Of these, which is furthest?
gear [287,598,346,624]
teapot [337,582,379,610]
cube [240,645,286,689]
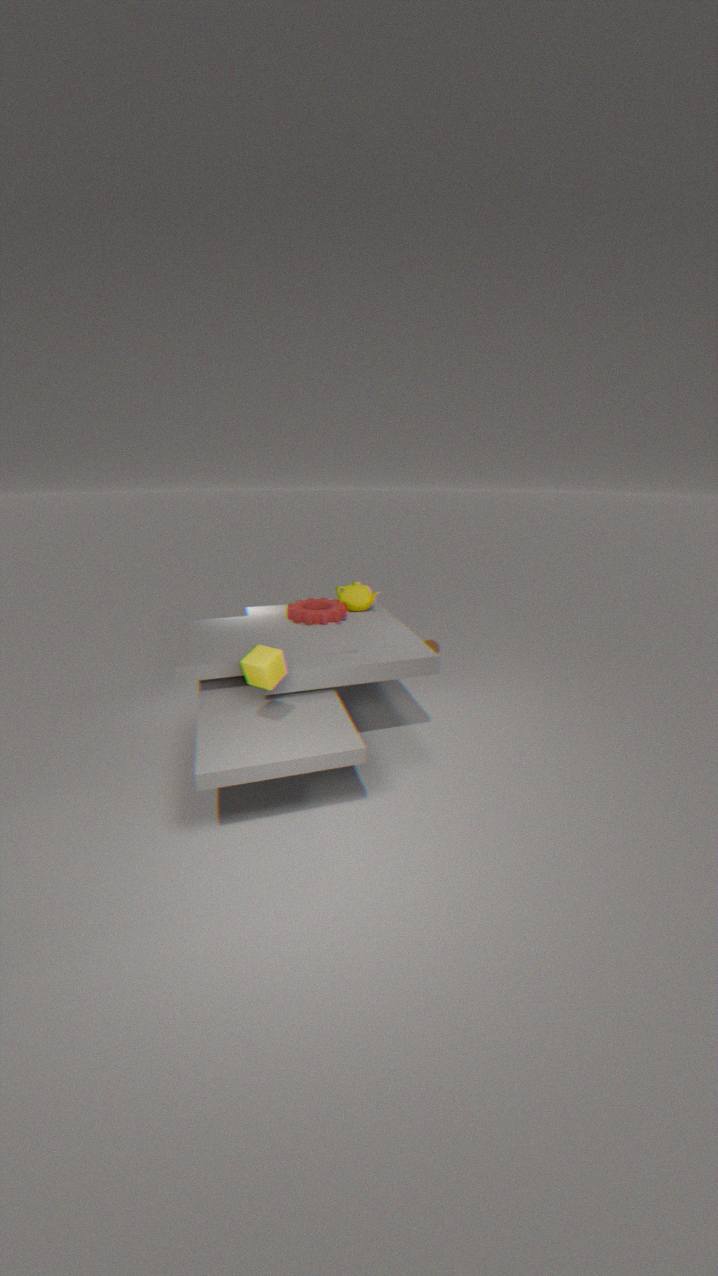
teapot [337,582,379,610]
